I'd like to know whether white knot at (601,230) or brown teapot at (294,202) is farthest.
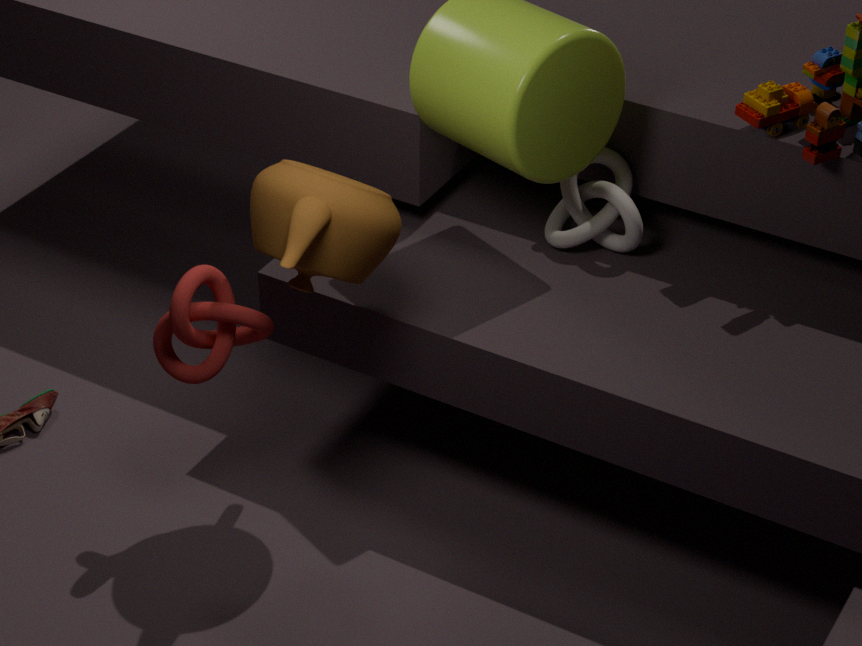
white knot at (601,230)
